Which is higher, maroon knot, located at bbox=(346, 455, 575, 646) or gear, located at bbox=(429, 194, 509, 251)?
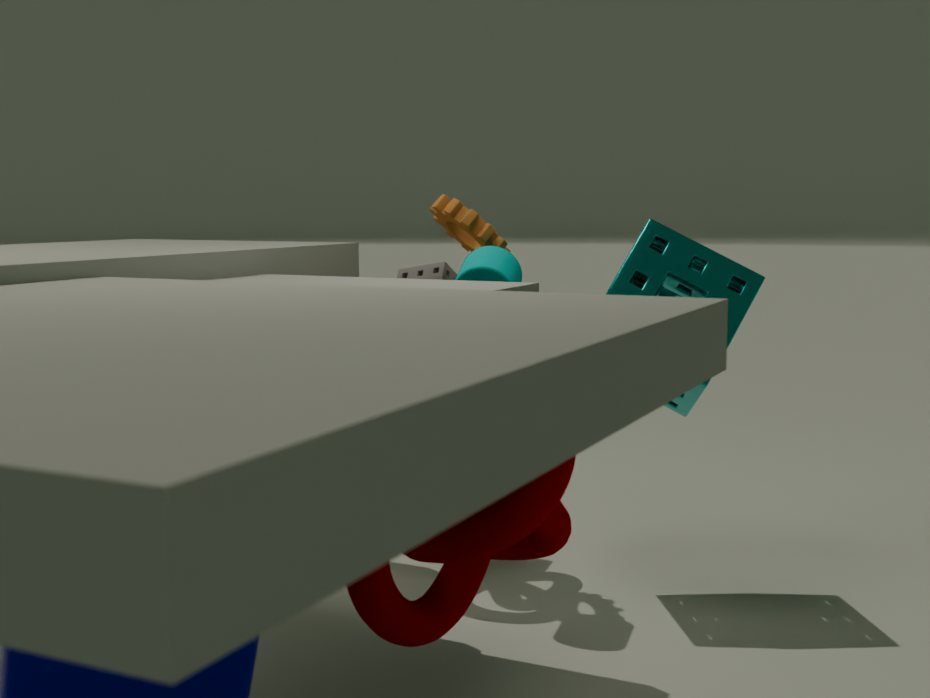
gear, located at bbox=(429, 194, 509, 251)
